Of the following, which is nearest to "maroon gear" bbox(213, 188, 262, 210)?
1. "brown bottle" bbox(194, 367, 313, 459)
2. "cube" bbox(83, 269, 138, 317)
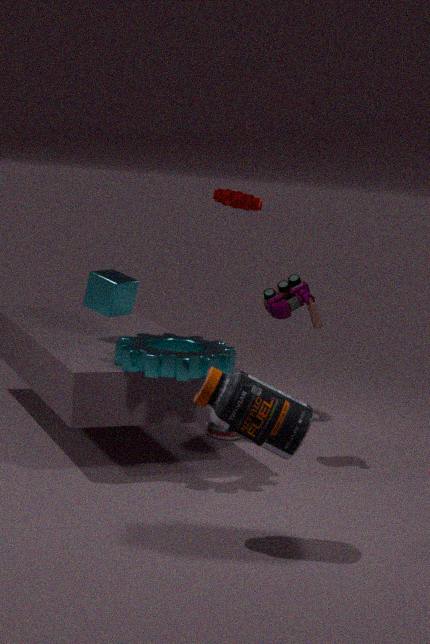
"cube" bbox(83, 269, 138, 317)
